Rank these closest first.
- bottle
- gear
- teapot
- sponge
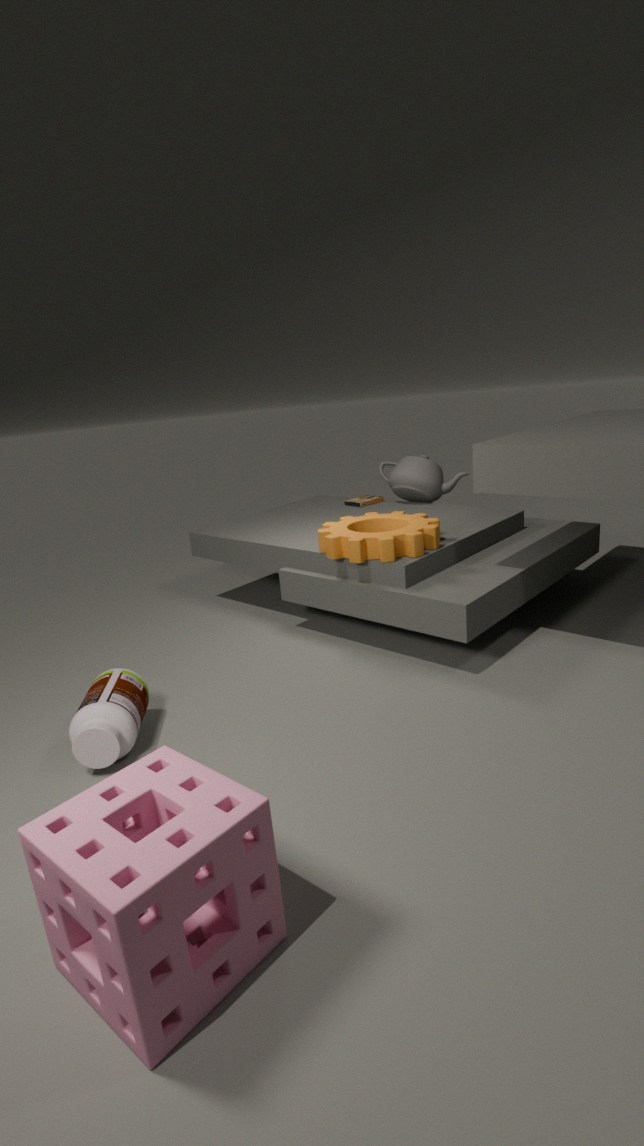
sponge, bottle, gear, teapot
